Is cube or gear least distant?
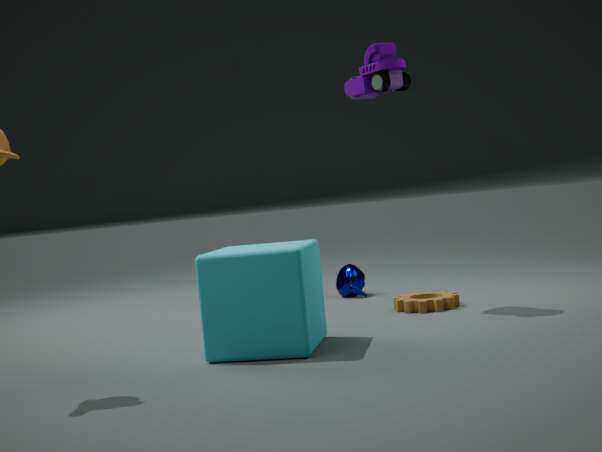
cube
